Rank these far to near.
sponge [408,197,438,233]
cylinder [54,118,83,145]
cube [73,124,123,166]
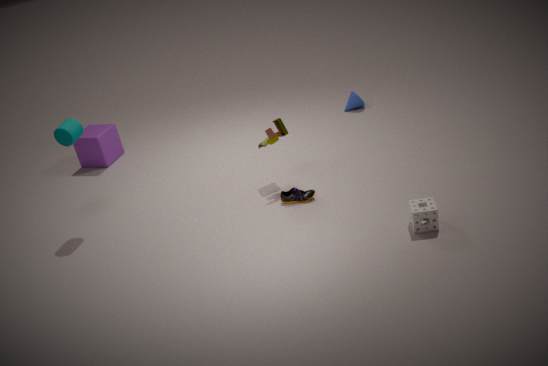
cube [73,124,123,166] < cylinder [54,118,83,145] < sponge [408,197,438,233]
